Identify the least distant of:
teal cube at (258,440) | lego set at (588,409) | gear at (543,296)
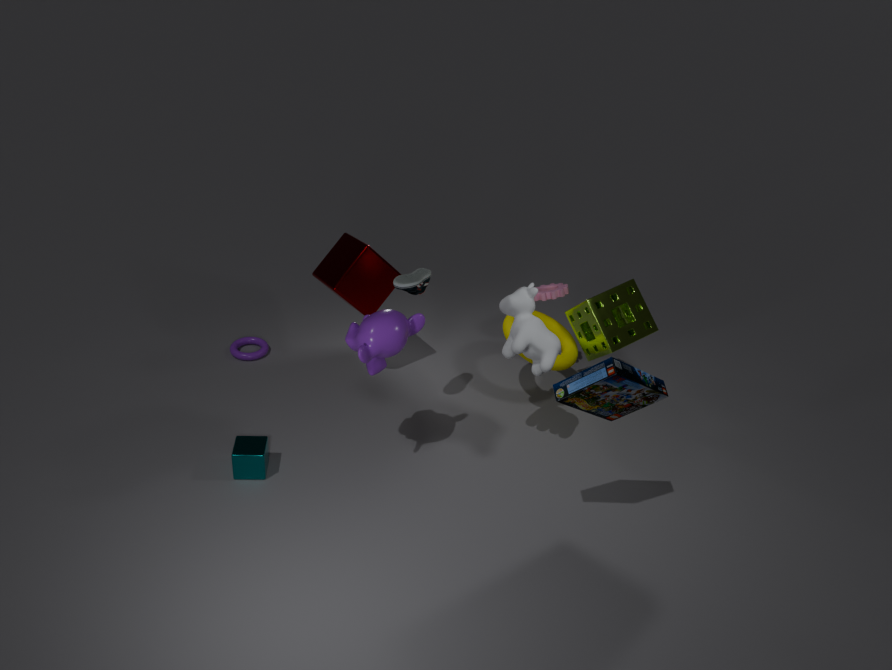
lego set at (588,409)
